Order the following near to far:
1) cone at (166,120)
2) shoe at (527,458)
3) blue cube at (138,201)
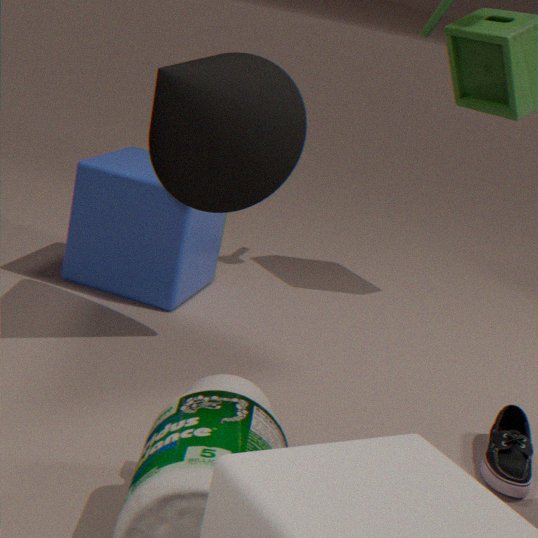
2. shoe at (527,458), 1. cone at (166,120), 3. blue cube at (138,201)
